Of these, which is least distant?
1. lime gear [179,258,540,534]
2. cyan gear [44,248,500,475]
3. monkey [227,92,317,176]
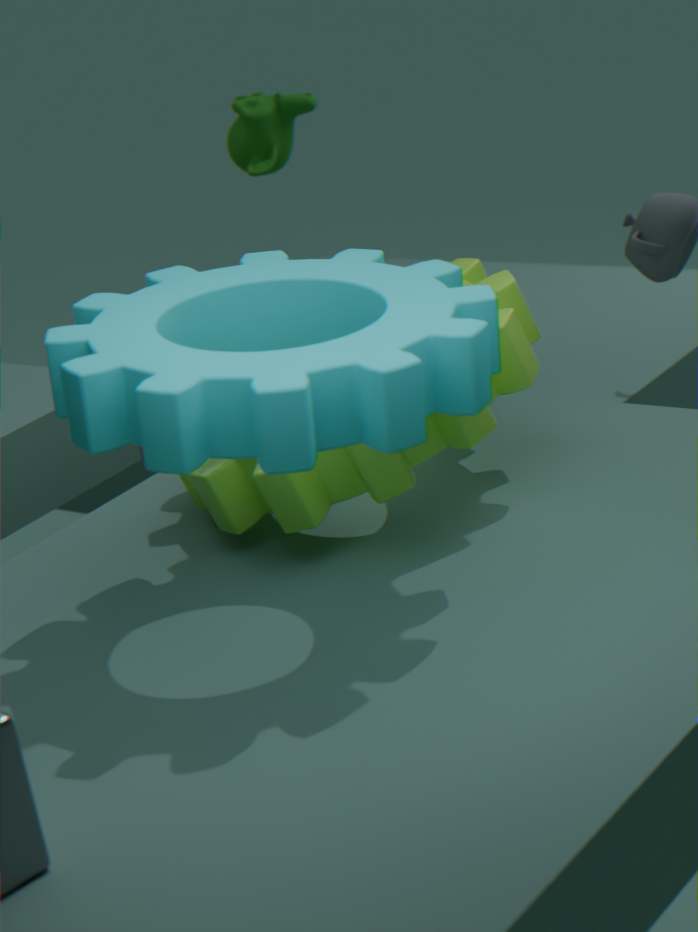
cyan gear [44,248,500,475]
